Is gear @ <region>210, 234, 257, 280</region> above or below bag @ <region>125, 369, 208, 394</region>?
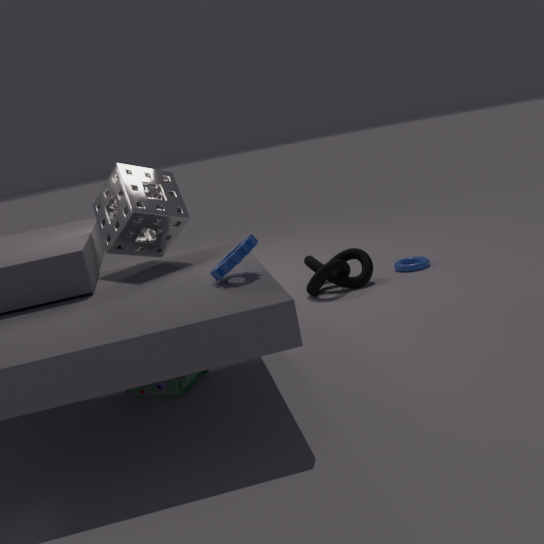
above
